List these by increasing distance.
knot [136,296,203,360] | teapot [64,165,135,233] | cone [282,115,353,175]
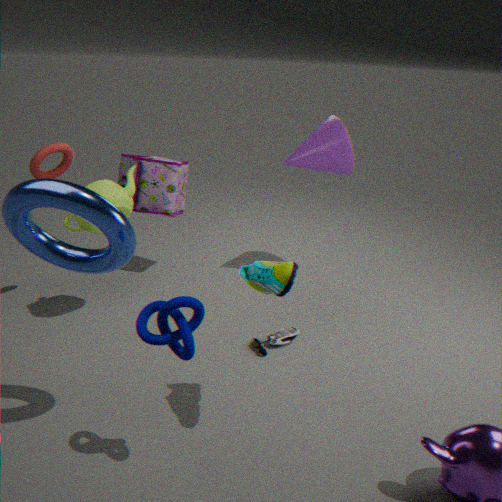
knot [136,296,203,360]
teapot [64,165,135,233]
cone [282,115,353,175]
